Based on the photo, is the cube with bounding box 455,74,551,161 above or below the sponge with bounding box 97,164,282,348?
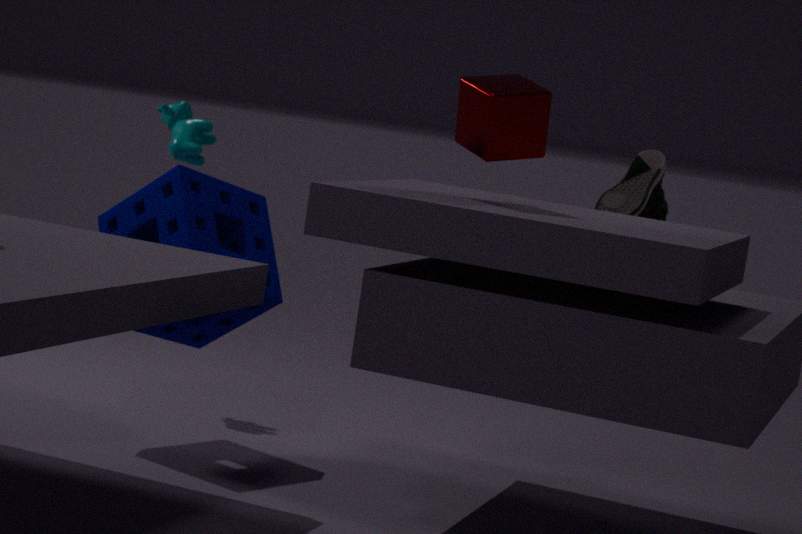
above
